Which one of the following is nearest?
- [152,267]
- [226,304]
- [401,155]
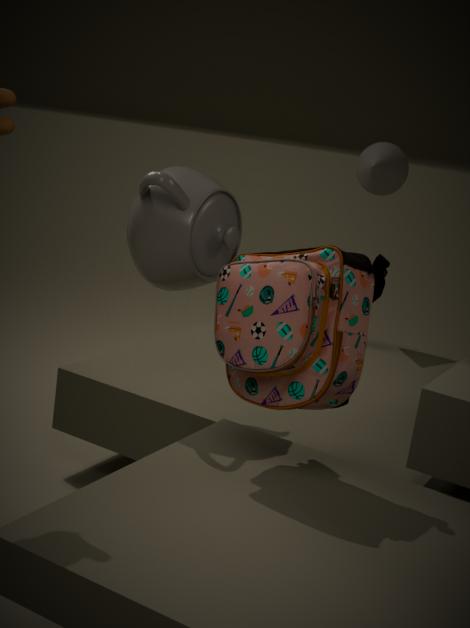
[226,304]
